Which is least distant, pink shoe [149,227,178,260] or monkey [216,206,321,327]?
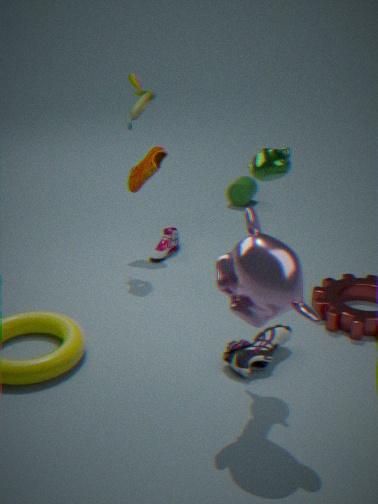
monkey [216,206,321,327]
